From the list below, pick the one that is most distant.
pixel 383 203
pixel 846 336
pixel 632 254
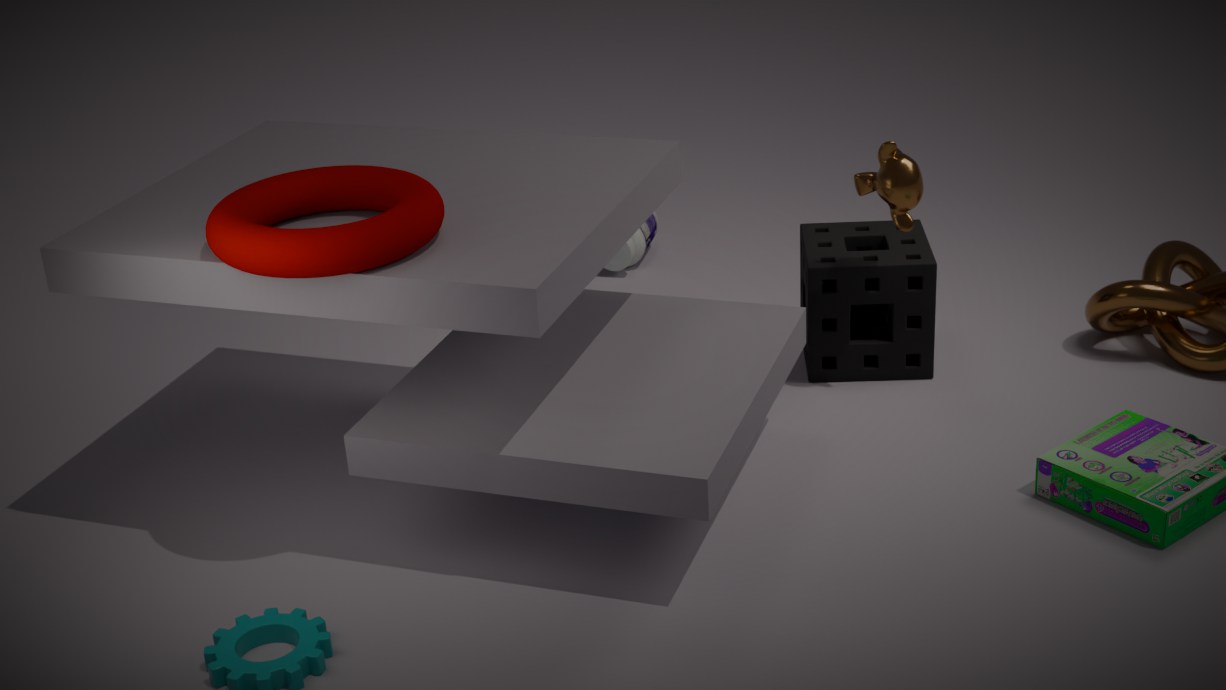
pixel 632 254
